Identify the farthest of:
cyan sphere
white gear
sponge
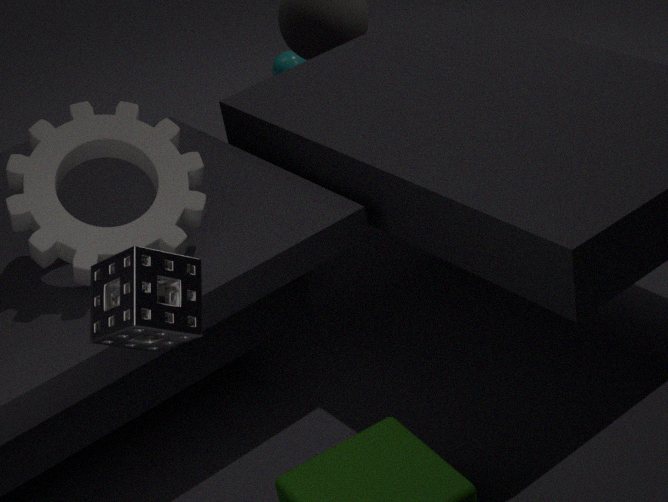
cyan sphere
